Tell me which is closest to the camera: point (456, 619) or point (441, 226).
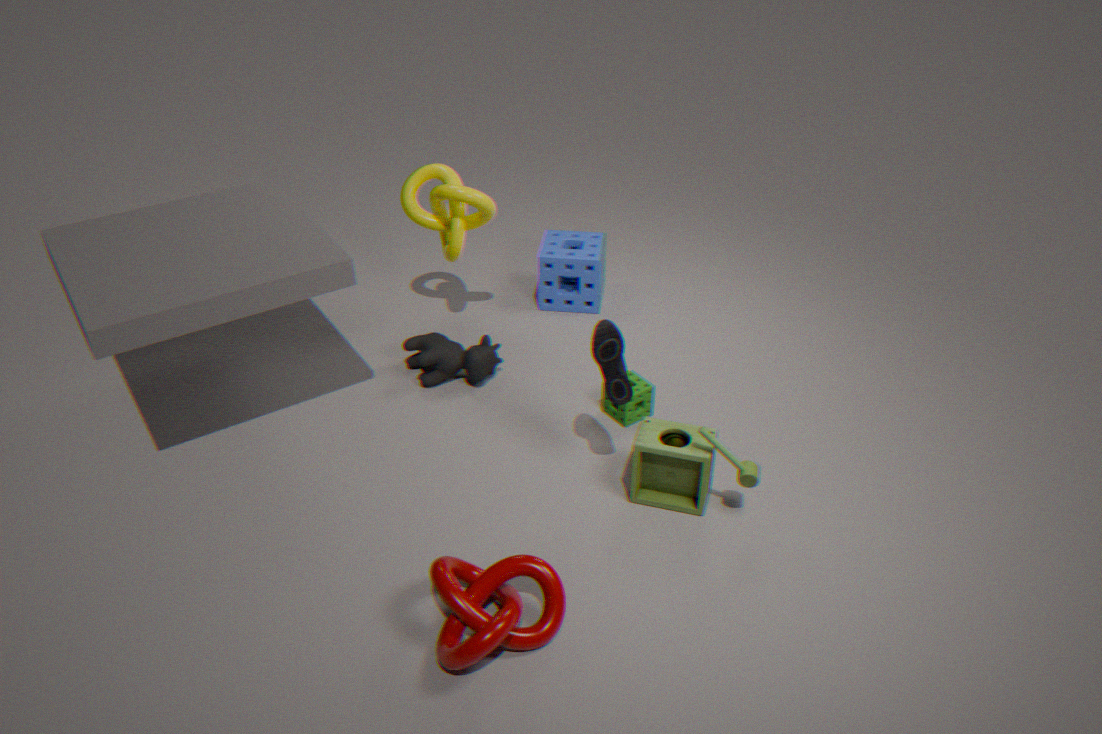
point (456, 619)
